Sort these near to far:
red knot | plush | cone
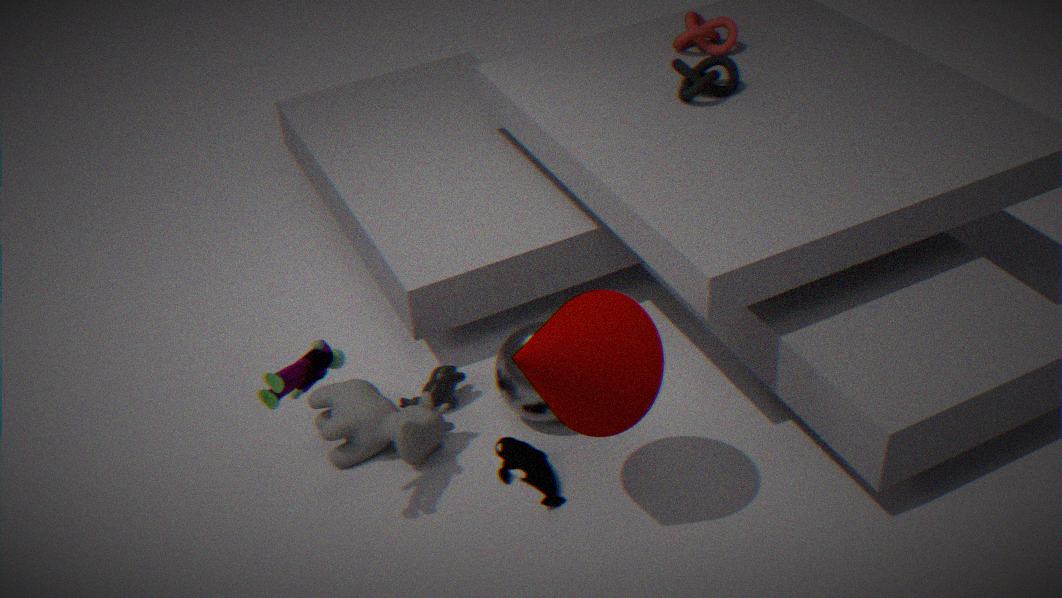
cone
plush
red knot
